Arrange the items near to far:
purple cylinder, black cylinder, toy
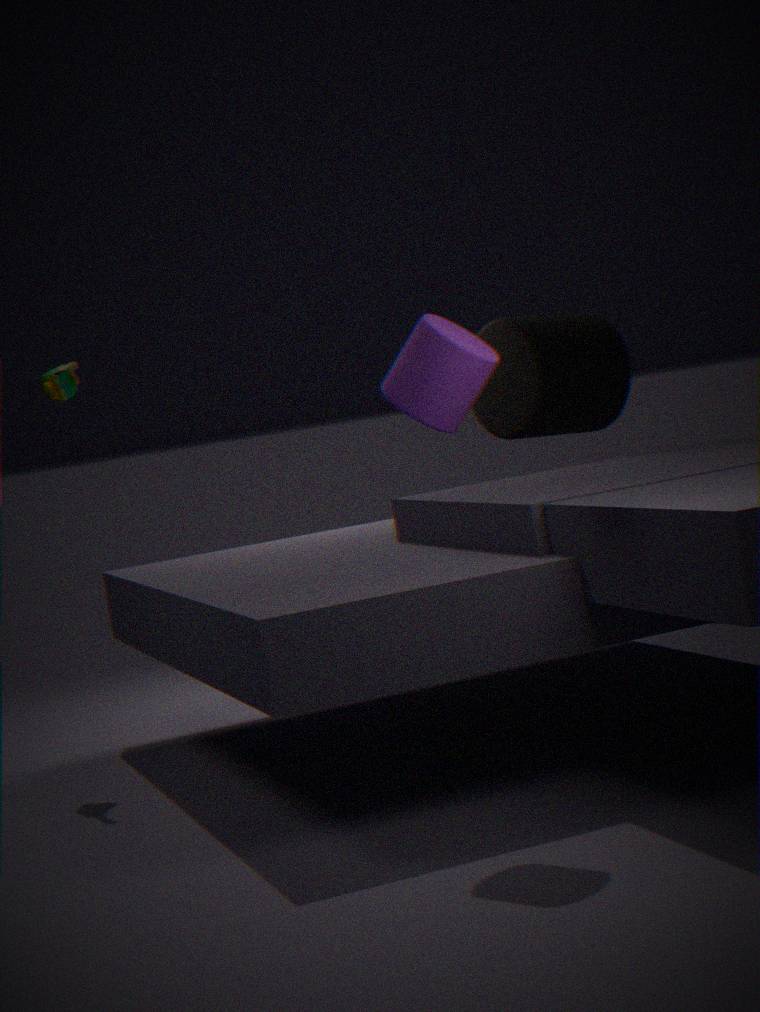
purple cylinder < toy < black cylinder
